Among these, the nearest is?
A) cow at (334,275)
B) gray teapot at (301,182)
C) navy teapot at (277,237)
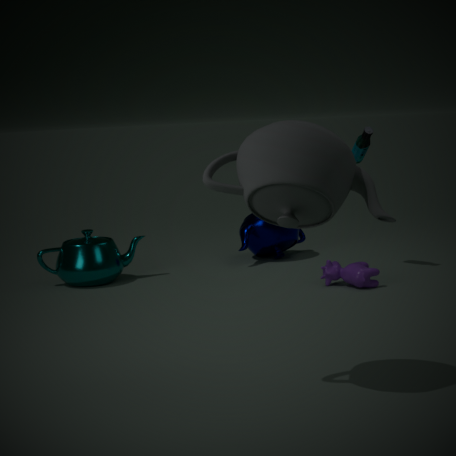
gray teapot at (301,182)
